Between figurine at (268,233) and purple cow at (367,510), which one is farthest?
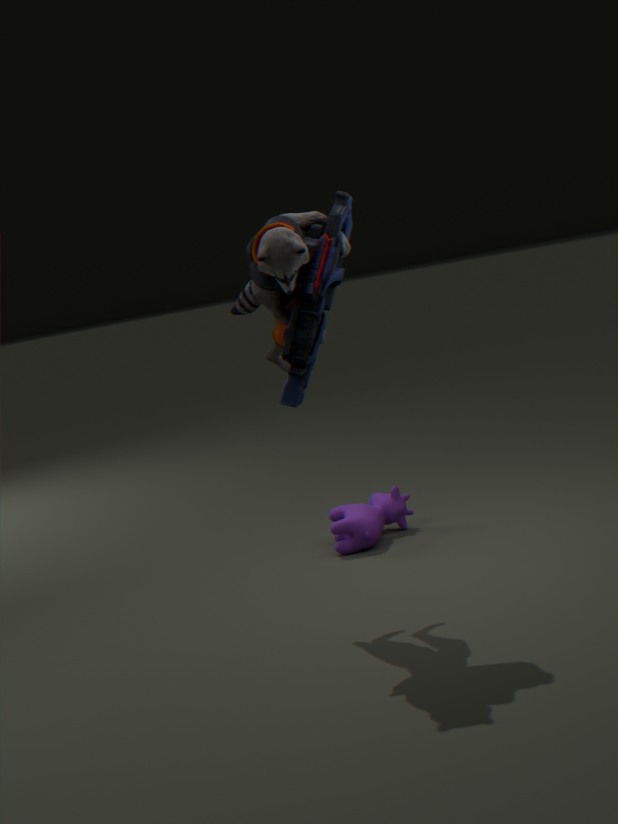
purple cow at (367,510)
